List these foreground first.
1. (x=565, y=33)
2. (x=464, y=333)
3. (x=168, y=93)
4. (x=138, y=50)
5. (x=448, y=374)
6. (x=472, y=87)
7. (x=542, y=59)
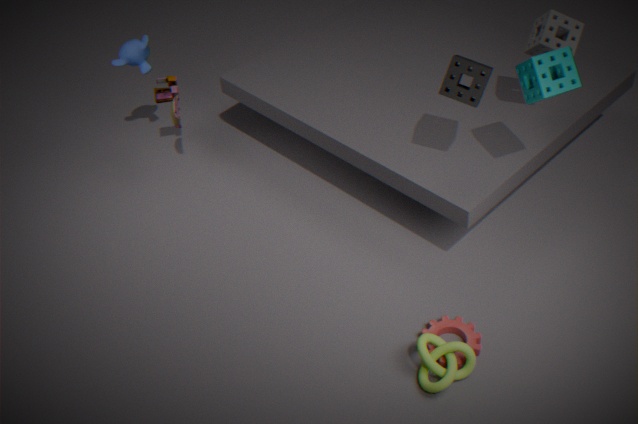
1. (x=542, y=59)
2. (x=448, y=374)
3. (x=472, y=87)
4. (x=464, y=333)
5. (x=565, y=33)
6. (x=138, y=50)
7. (x=168, y=93)
